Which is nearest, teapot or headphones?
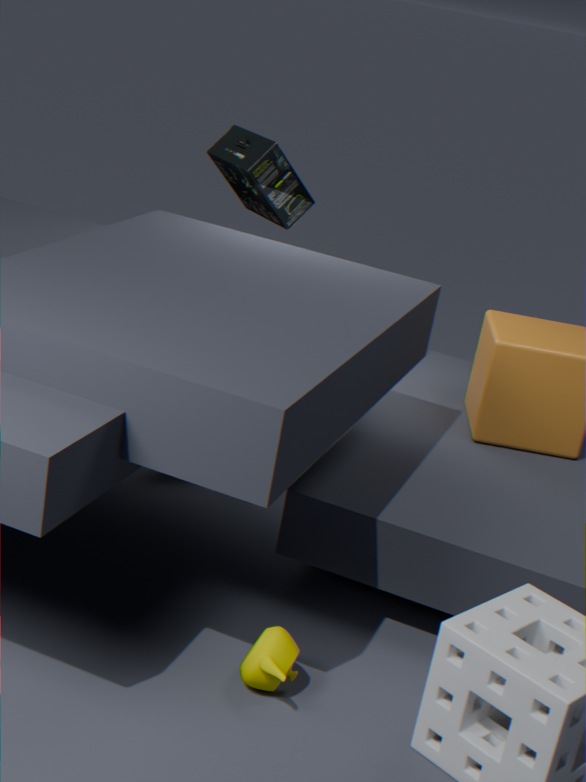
teapot
